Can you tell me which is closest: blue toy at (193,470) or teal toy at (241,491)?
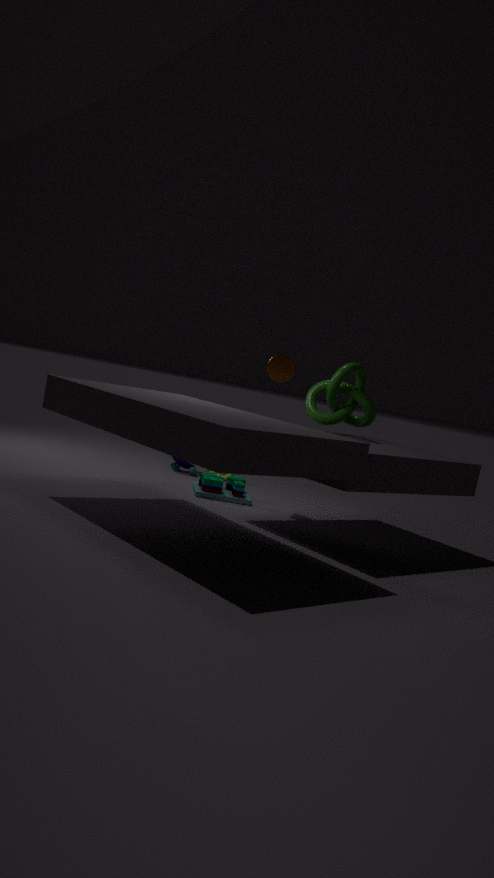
teal toy at (241,491)
